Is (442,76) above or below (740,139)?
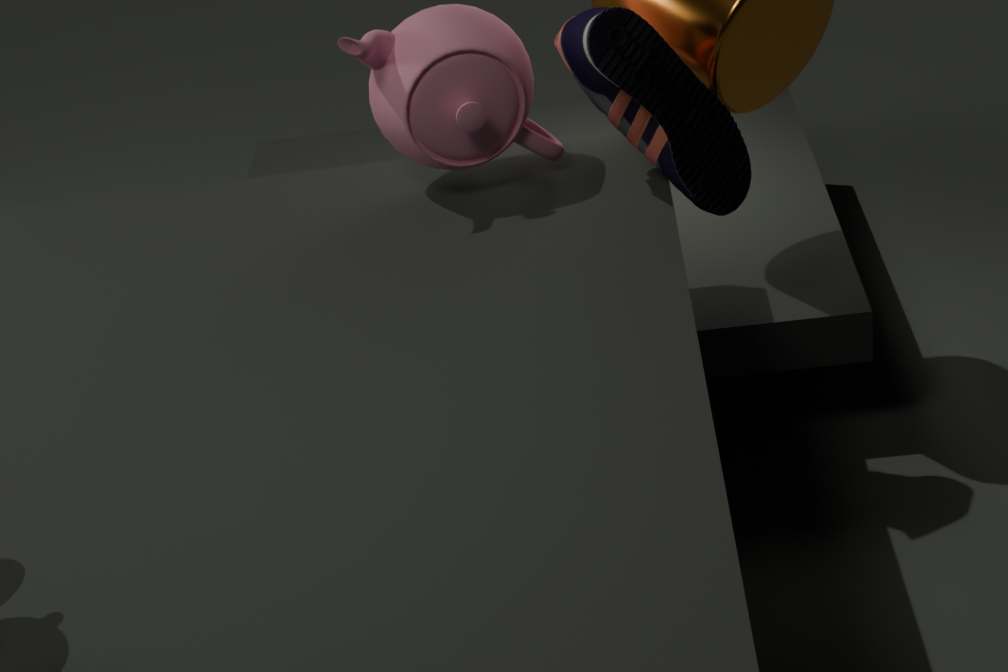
above
